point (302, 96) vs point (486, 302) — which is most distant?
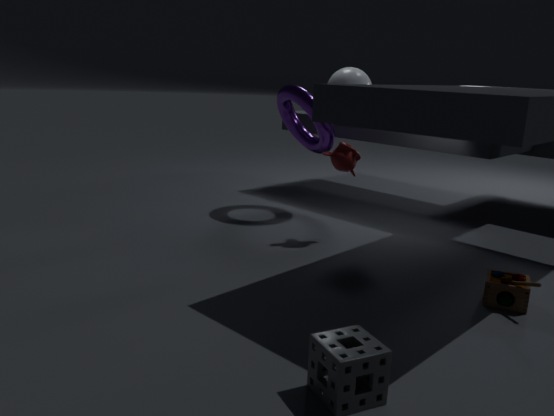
point (302, 96)
